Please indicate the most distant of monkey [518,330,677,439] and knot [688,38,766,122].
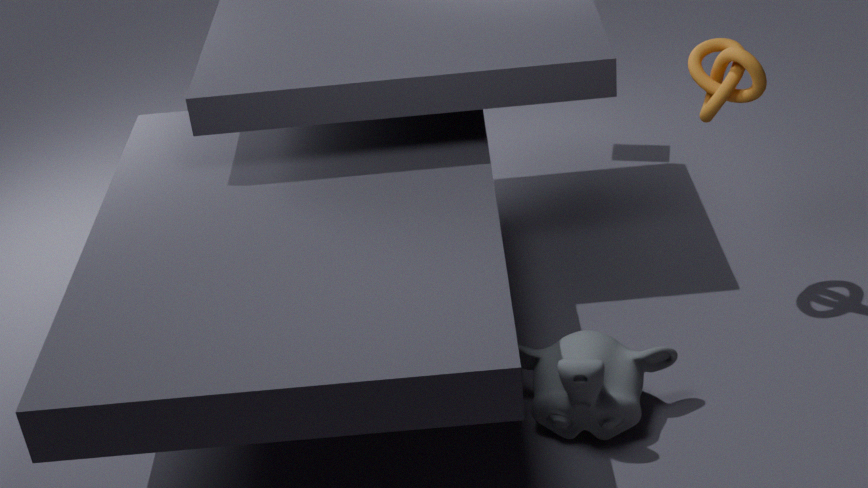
knot [688,38,766,122]
